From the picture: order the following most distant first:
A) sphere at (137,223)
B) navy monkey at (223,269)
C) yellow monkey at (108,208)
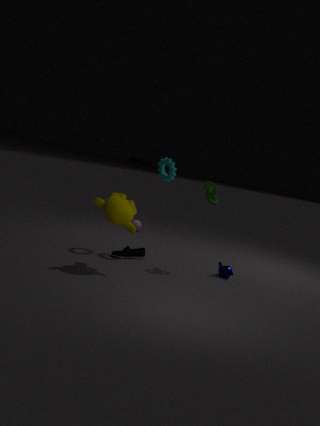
sphere at (137,223) → navy monkey at (223,269) → yellow monkey at (108,208)
